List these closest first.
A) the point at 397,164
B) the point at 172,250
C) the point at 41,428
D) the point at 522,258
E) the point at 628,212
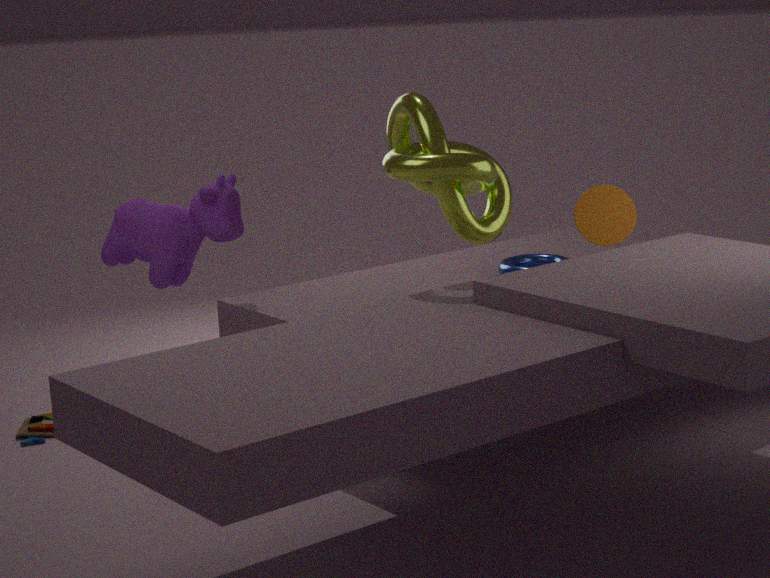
the point at 397,164
the point at 172,250
the point at 628,212
the point at 41,428
the point at 522,258
